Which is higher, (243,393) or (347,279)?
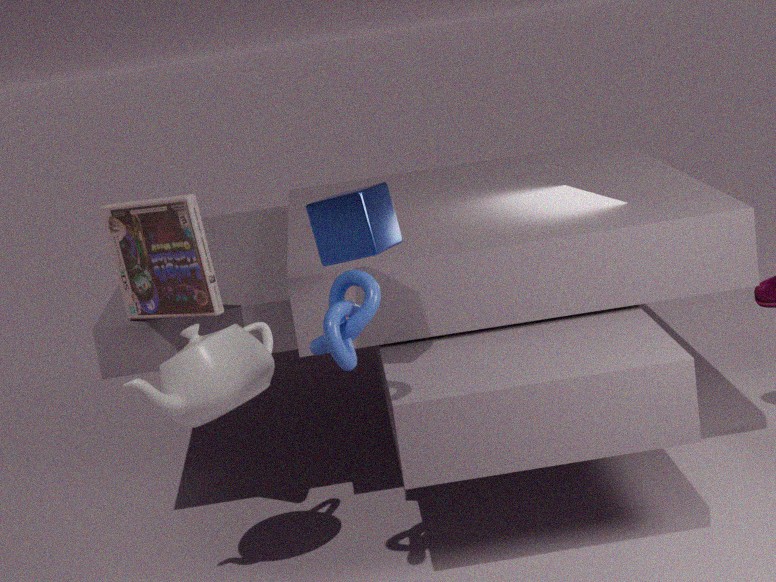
(347,279)
